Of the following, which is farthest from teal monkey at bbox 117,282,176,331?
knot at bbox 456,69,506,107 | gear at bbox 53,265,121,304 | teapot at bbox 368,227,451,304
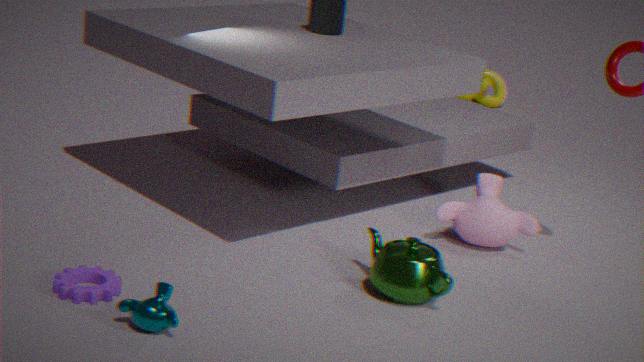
knot at bbox 456,69,506,107
